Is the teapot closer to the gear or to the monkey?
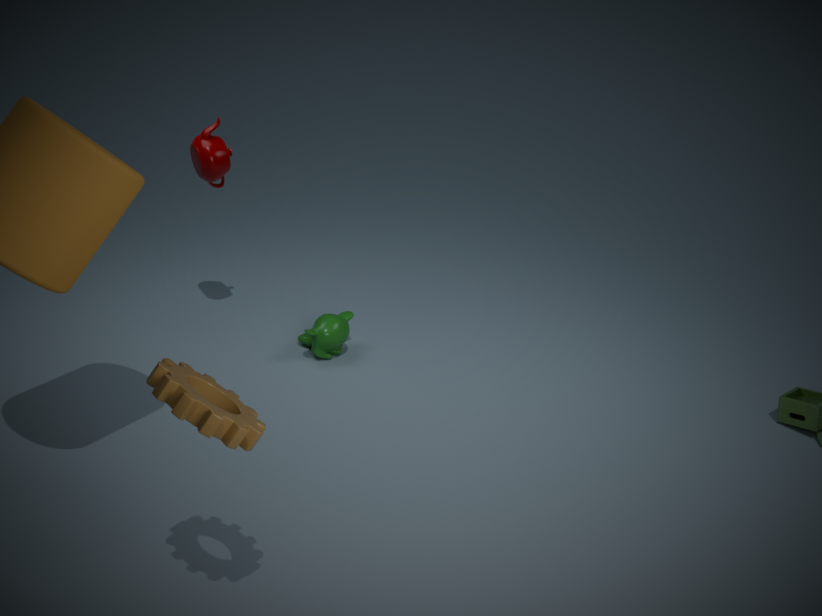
the monkey
